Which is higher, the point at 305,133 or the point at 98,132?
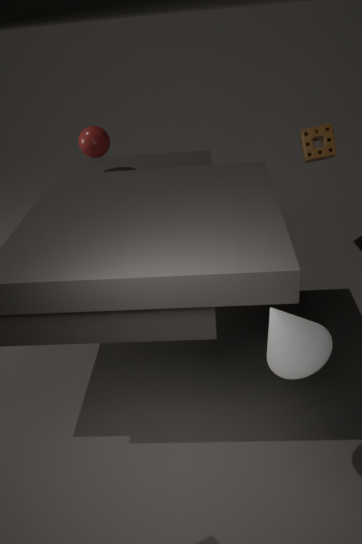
the point at 98,132
